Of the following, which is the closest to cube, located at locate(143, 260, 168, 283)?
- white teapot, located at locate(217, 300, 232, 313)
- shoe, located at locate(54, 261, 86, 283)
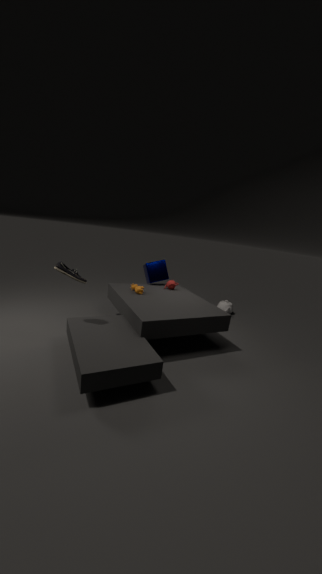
white teapot, located at locate(217, 300, 232, 313)
